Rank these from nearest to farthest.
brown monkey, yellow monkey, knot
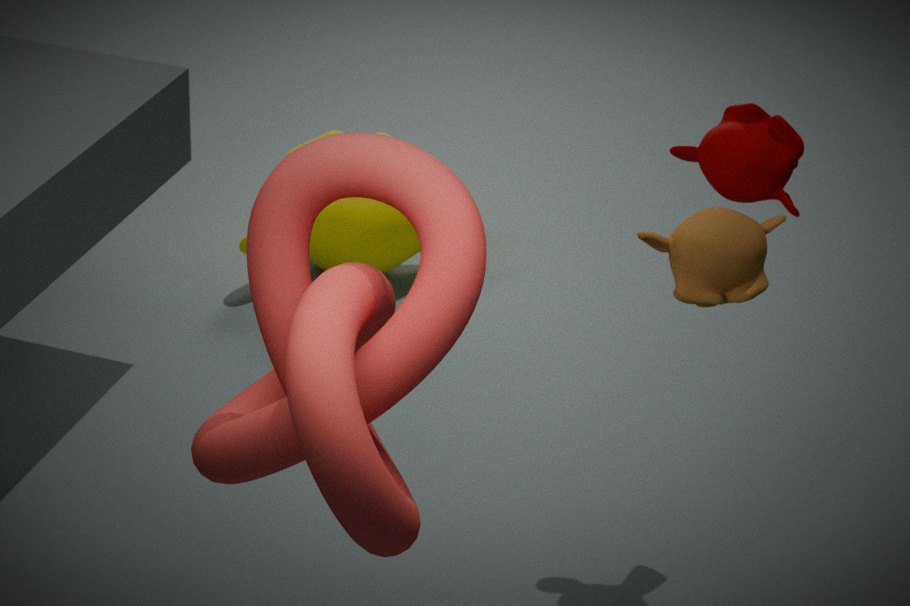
knot
brown monkey
yellow monkey
